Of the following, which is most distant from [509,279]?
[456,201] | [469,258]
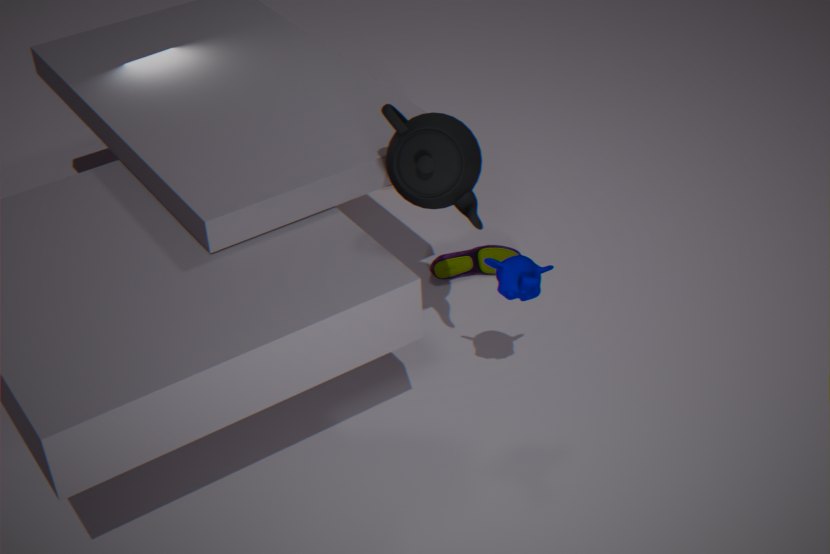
[469,258]
